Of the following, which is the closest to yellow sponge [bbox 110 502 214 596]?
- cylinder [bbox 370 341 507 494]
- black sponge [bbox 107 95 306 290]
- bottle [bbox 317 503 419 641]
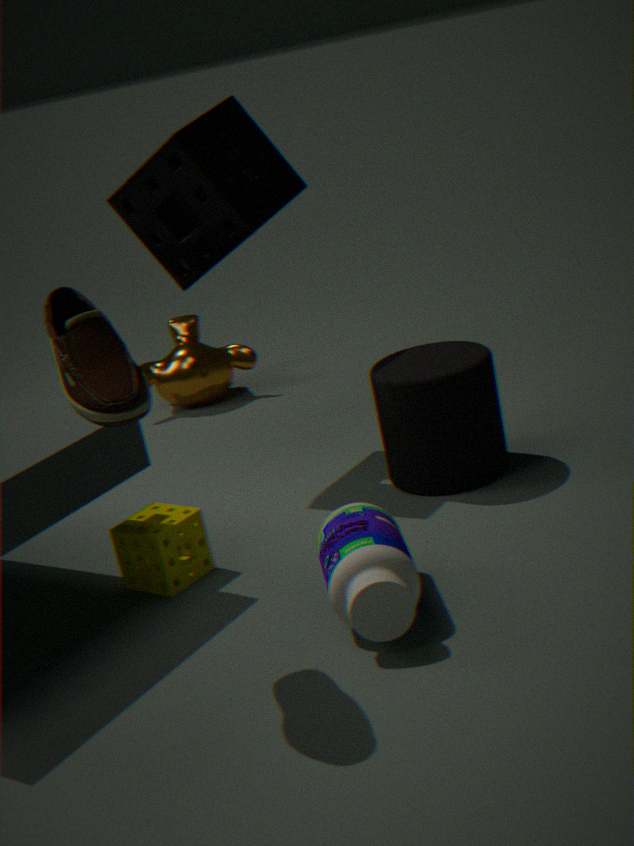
bottle [bbox 317 503 419 641]
